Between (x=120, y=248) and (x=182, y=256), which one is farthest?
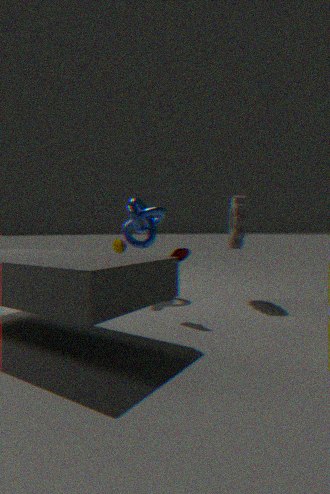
(x=120, y=248)
